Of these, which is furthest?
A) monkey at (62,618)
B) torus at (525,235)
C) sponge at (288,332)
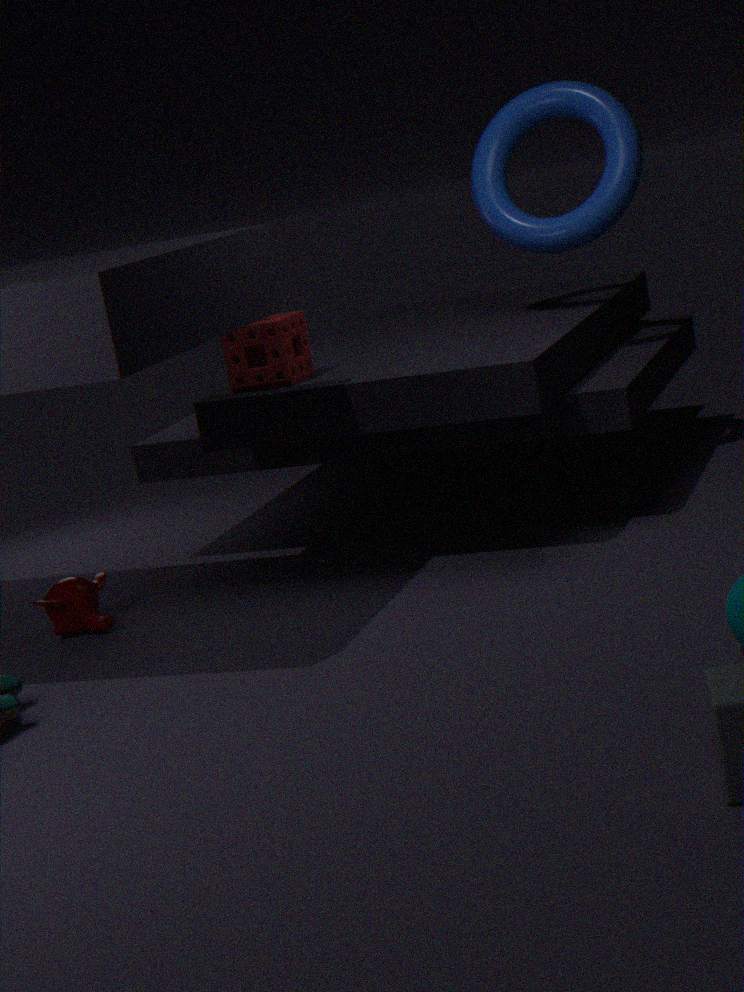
torus at (525,235)
